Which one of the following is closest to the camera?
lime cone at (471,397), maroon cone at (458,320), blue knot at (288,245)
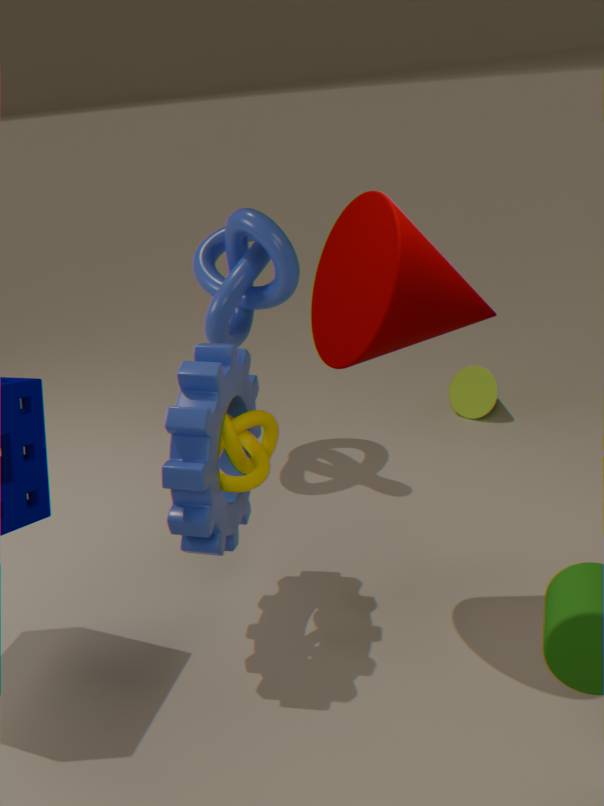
maroon cone at (458,320)
